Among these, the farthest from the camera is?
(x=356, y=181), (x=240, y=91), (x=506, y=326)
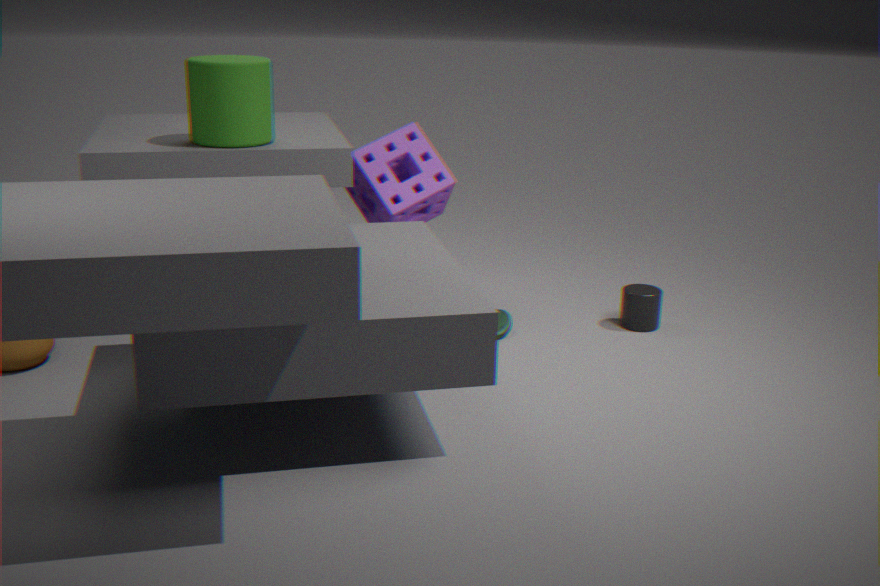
(x=356, y=181)
